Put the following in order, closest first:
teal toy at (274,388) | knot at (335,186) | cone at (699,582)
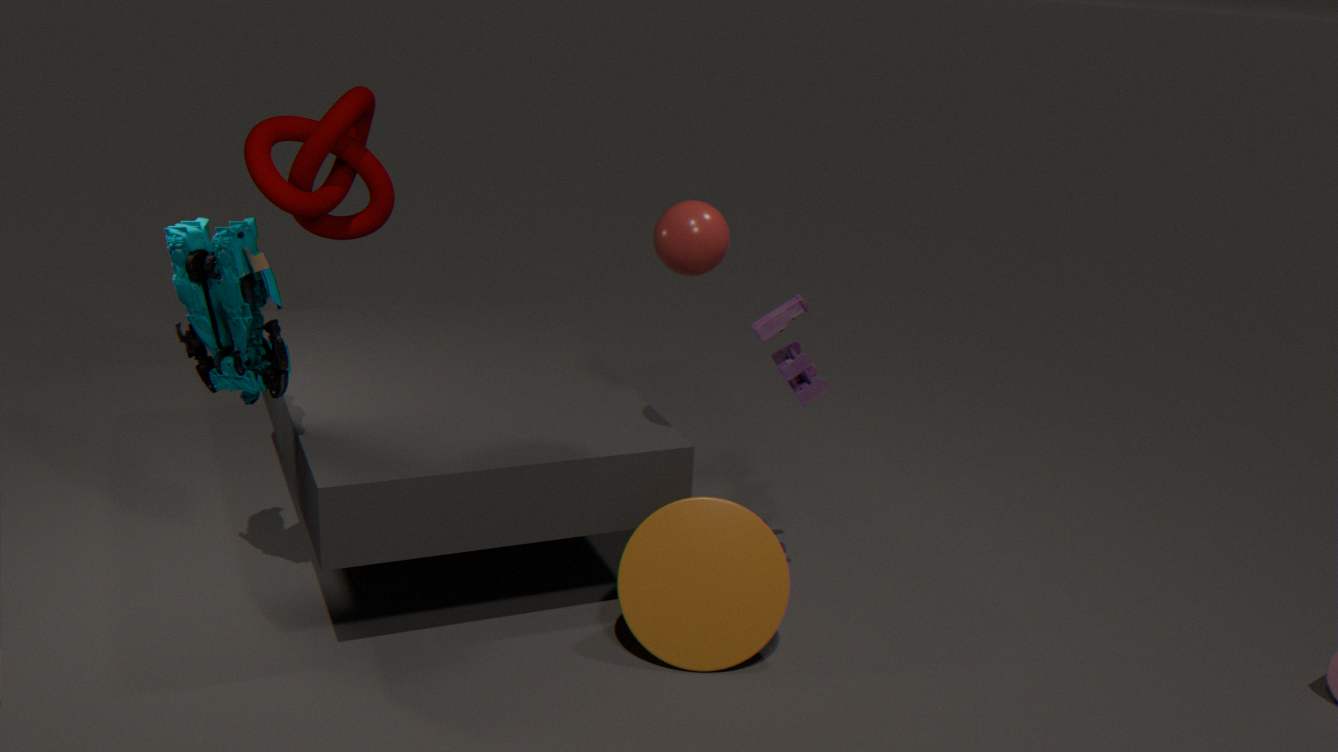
teal toy at (274,388) < cone at (699,582) < knot at (335,186)
